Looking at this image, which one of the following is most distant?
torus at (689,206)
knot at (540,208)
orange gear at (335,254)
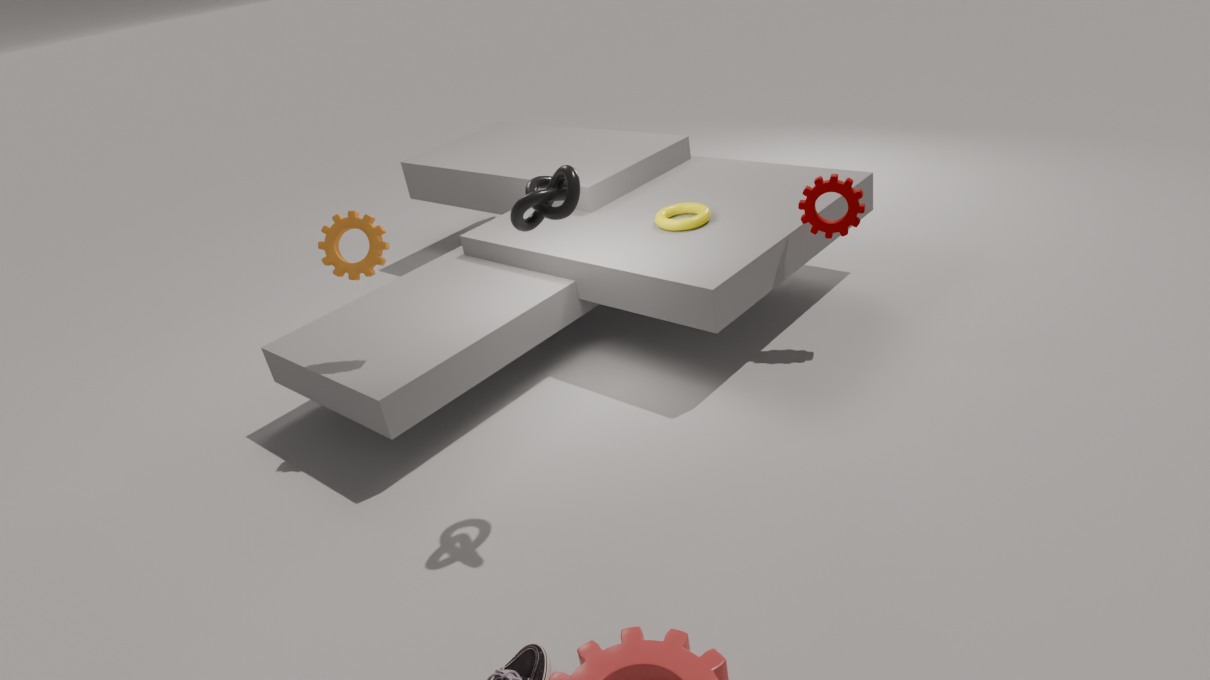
torus at (689,206)
